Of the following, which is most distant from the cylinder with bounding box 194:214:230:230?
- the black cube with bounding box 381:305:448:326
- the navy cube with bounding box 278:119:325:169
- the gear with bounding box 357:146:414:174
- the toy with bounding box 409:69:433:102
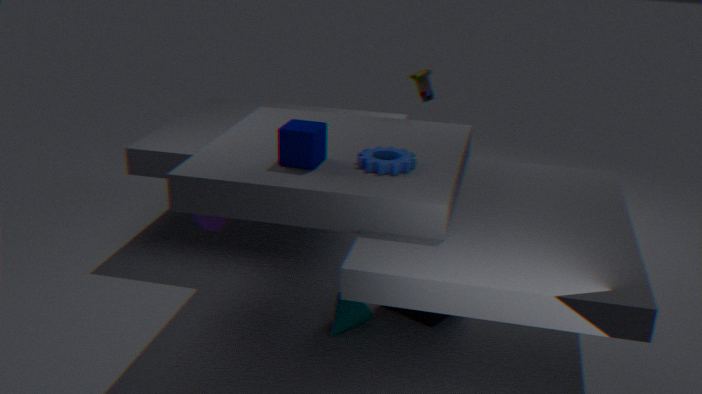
the toy with bounding box 409:69:433:102
